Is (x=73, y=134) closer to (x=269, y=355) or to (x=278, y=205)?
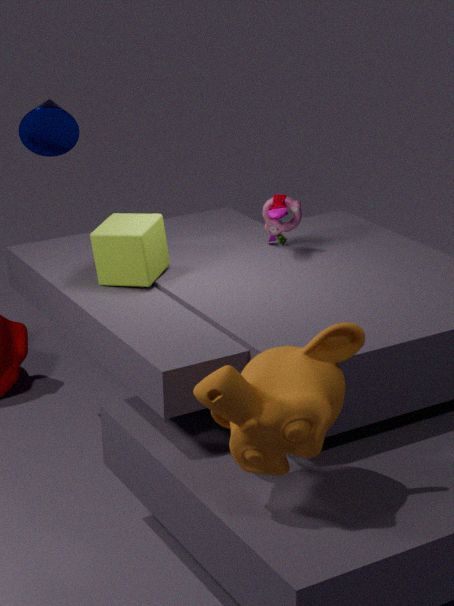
(x=278, y=205)
